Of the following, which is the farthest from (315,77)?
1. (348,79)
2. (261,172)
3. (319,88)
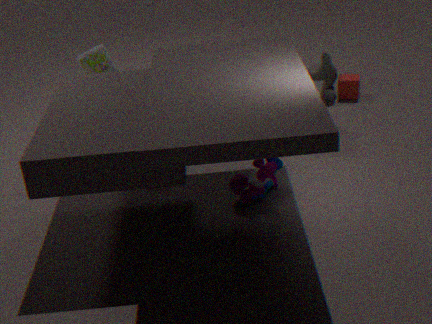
(261,172)
